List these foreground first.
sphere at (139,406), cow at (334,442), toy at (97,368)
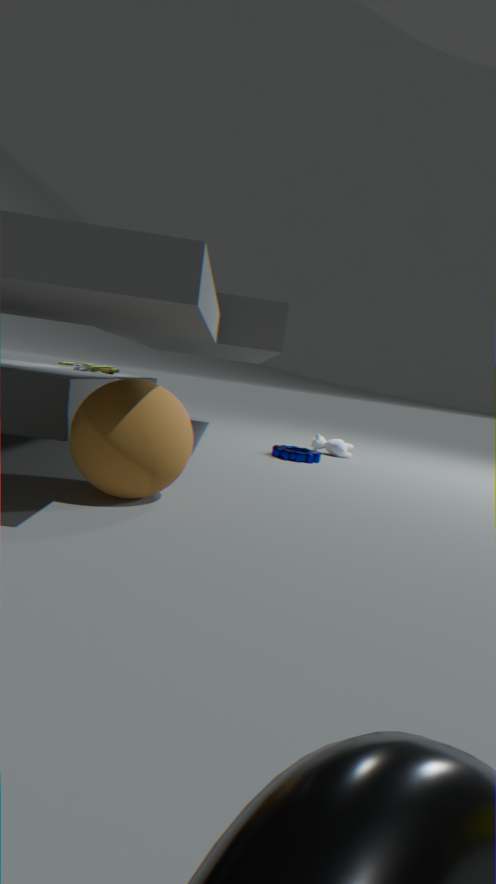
sphere at (139,406) → toy at (97,368) → cow at (334,442)
